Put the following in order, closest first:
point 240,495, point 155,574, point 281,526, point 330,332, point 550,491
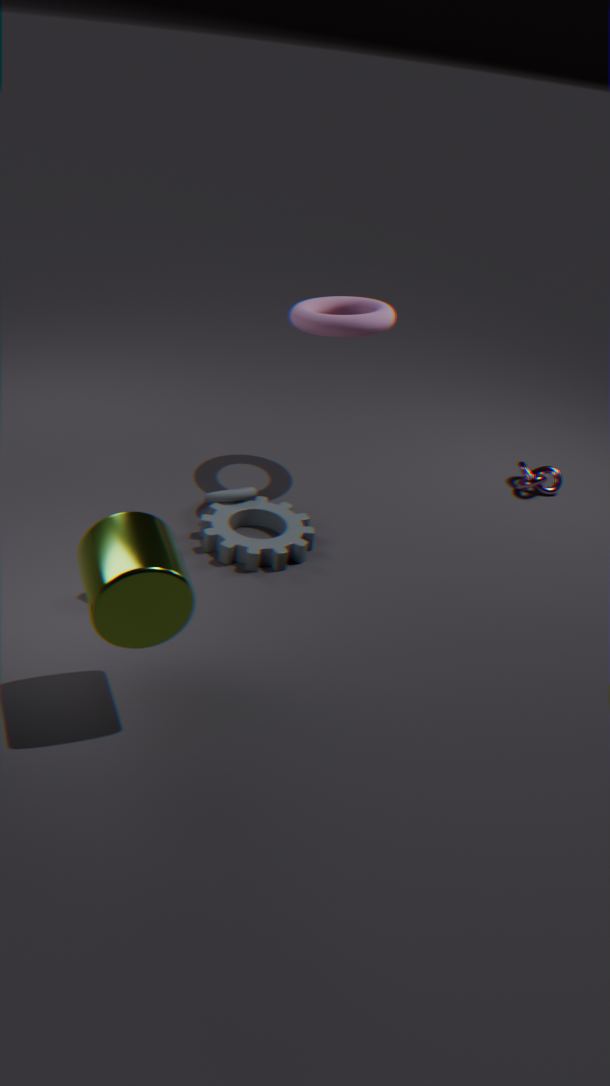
point 155,574, point 330,332, point 281,526, point 240,495, point 550,491
